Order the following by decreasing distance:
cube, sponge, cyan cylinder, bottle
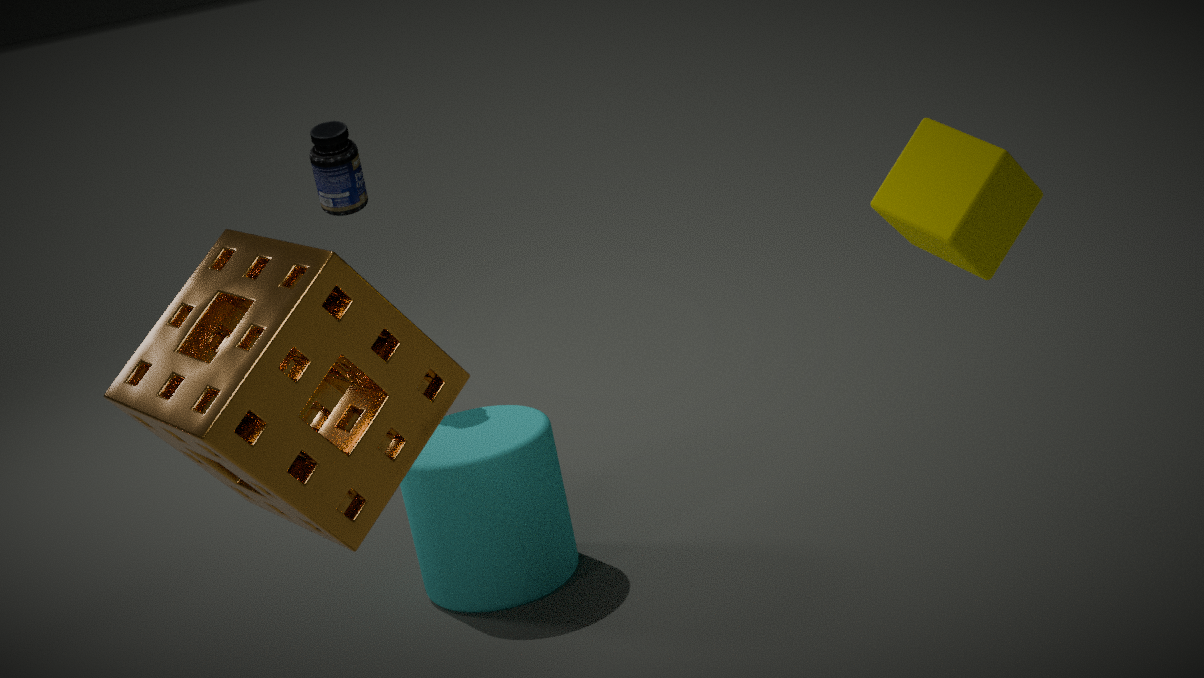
bottle
cyan cylinder
cube
sponge
